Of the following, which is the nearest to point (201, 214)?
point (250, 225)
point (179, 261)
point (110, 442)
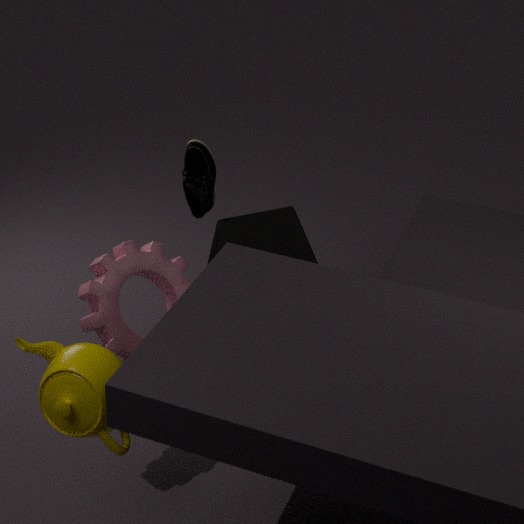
point (250, 225)
